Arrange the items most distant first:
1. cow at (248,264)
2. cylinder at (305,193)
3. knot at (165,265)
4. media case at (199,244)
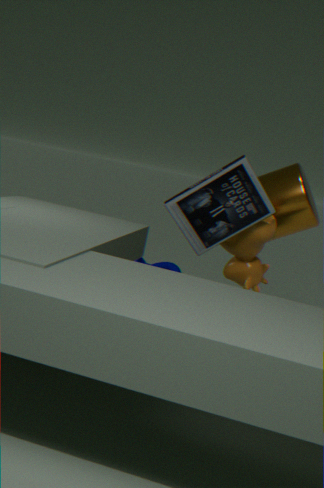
1. knot at (165,265)
2. cylinder at (305,193)
3. cow at (248,264)
4. media case at (199,244)
